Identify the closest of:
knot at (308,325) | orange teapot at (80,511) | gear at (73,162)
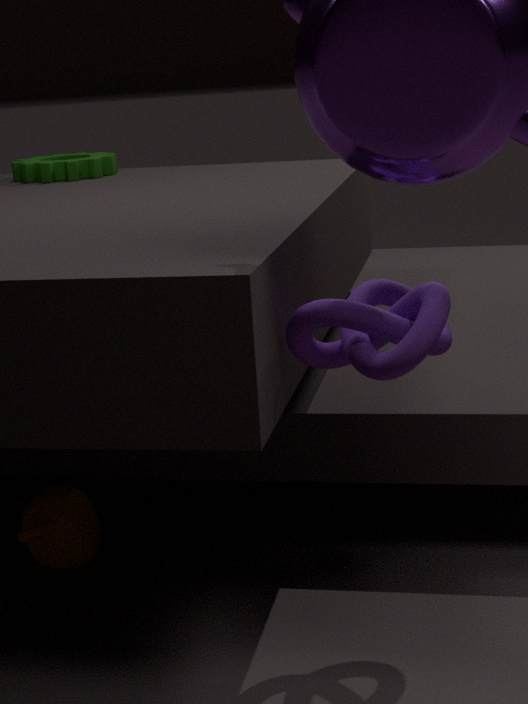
knot at (308,325)
